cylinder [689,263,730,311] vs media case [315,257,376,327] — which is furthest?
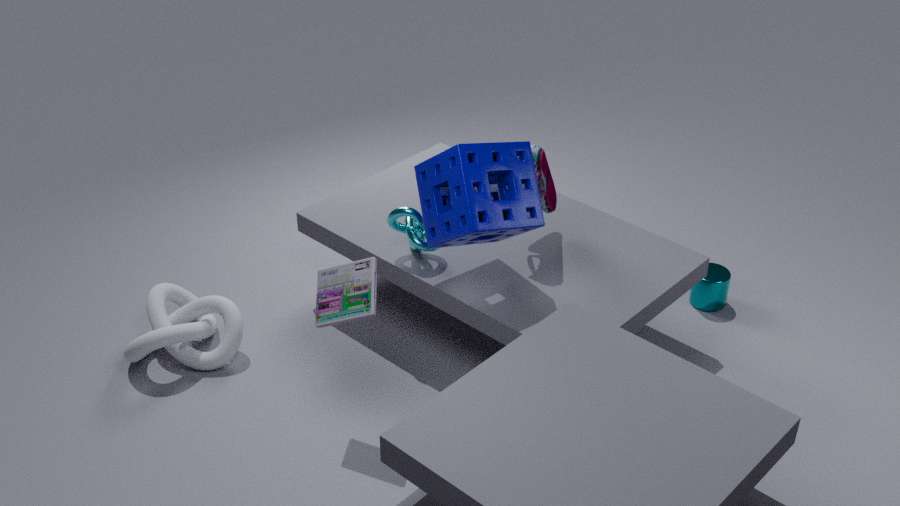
cylinder [689,263,730,311]
